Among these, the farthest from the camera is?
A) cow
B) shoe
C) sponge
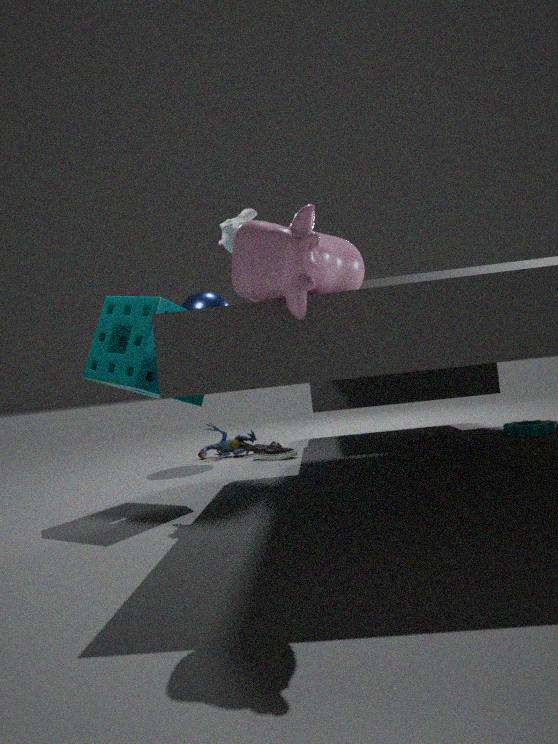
shoe
